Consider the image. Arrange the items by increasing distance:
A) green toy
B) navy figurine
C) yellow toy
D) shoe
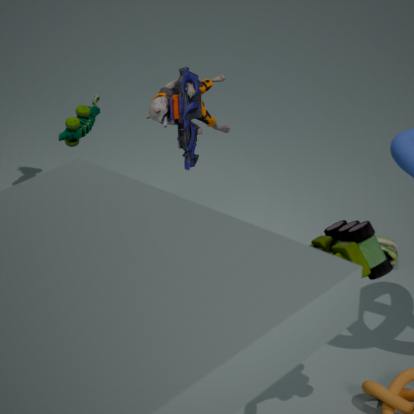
yellow toy < navy figurine < green toy < shoe
